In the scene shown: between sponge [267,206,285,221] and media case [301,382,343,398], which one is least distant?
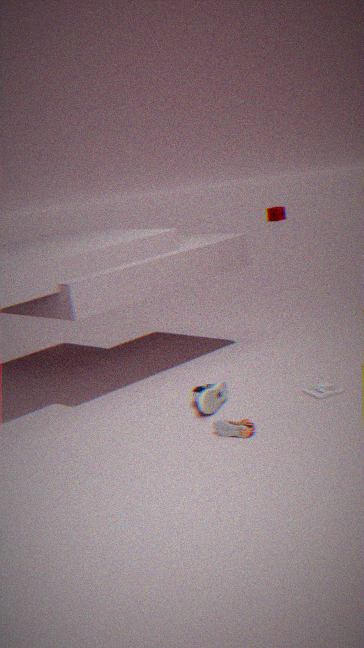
media case [301,382,343,398]
